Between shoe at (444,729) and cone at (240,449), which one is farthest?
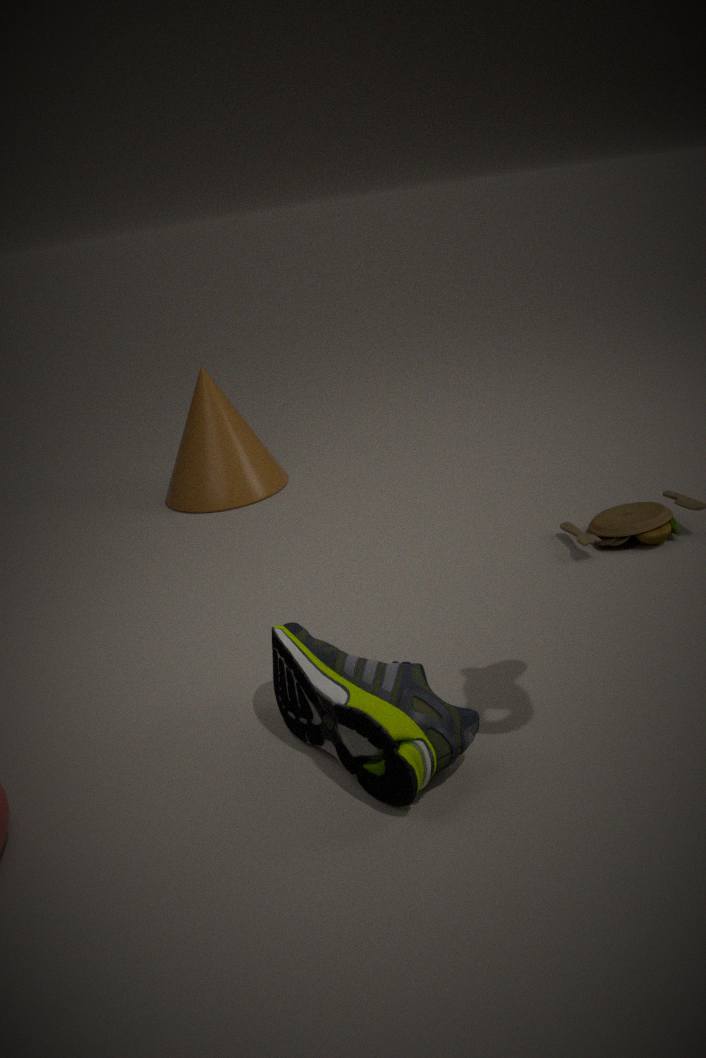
cone at (240,449)
